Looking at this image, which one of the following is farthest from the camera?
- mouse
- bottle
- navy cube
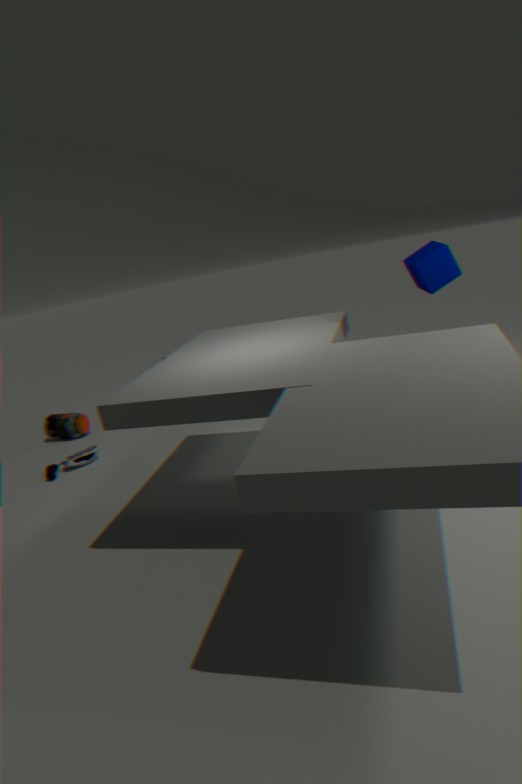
bottle
